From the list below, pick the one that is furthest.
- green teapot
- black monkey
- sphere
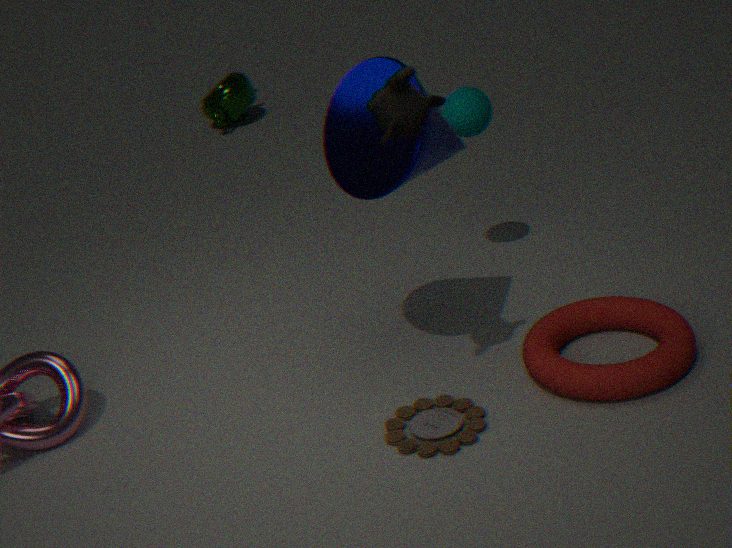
green teapot
